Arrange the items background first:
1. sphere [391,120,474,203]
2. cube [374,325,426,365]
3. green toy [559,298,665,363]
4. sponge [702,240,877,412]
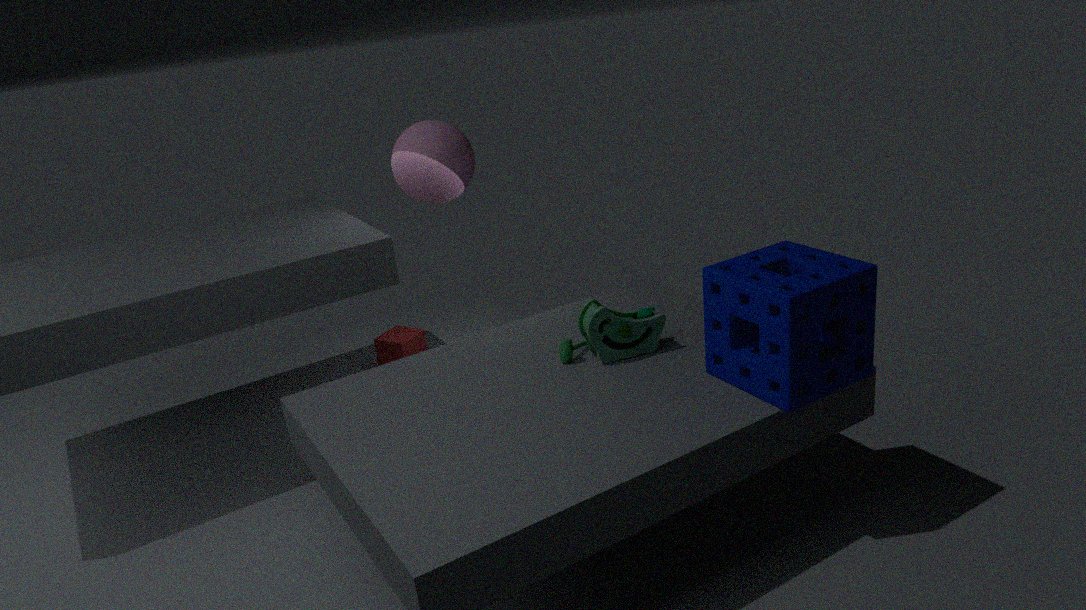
cube [374,325,426,365] → sphere [391,120,474,203] → green toy [559,298,665,363] → sponge [702,240,877,412]
